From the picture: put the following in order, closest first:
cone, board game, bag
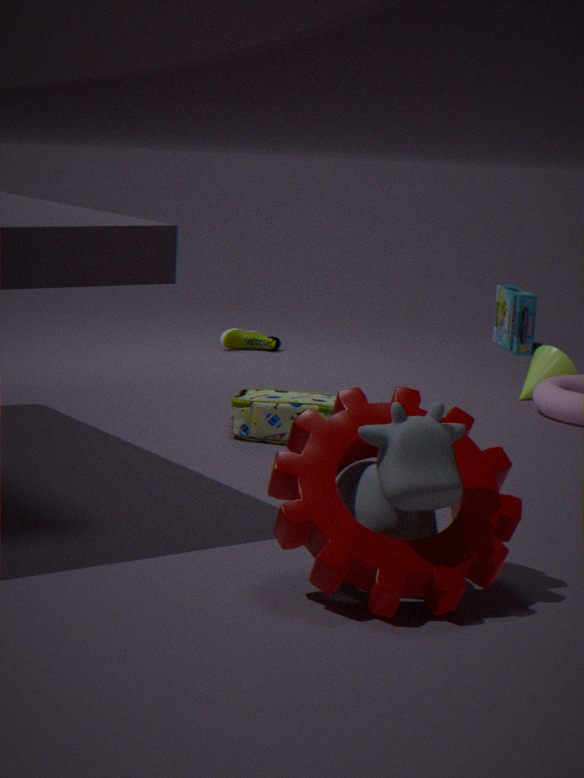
bag
cone
board game
